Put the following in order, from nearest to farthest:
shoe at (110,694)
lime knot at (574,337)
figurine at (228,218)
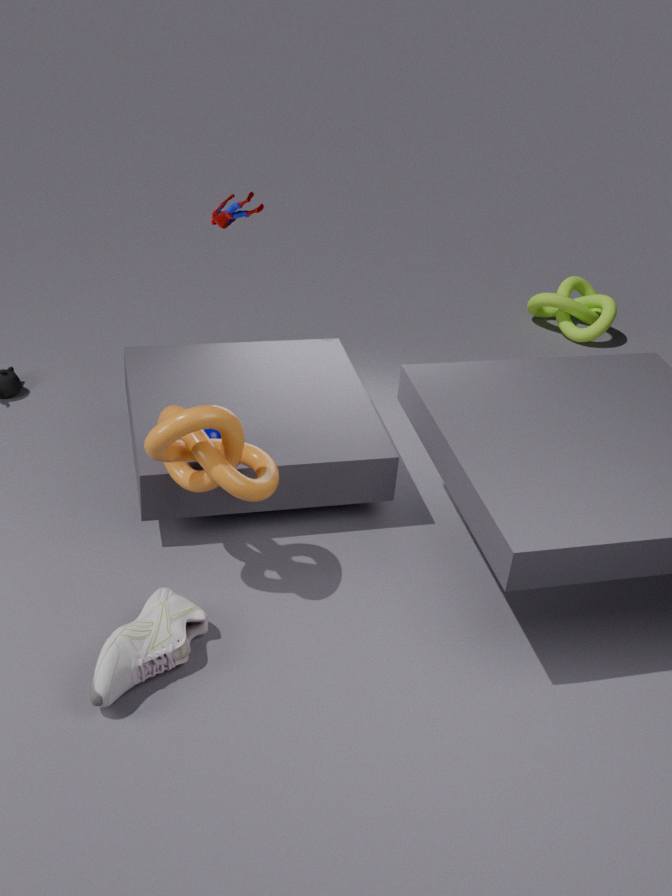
shoe at (110,694), figurine at (228,218), lime knot at (574,337)
